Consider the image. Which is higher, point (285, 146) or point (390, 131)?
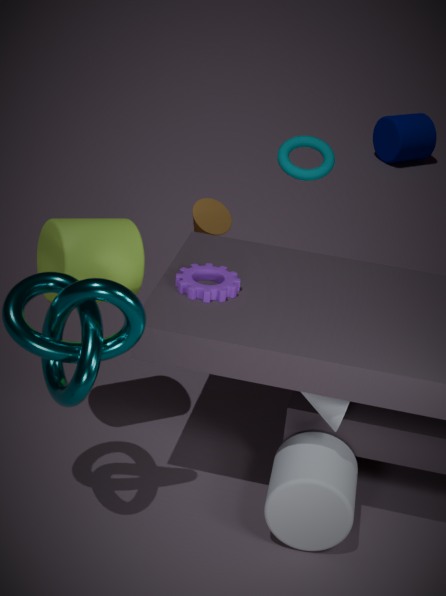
point (285, 146)
